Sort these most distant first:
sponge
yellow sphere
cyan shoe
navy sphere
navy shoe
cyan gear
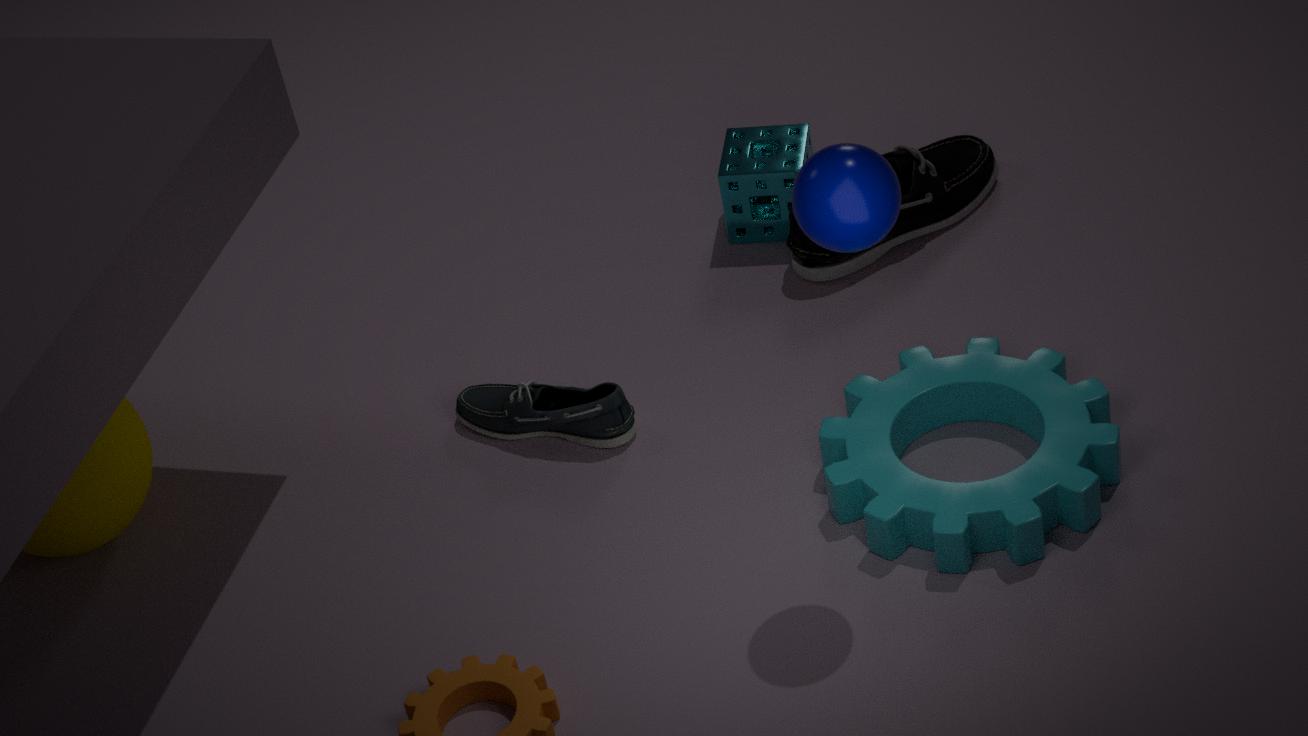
sponge → navy shoe → cyan shoe → yellow sphere → cyan gear → navy sphere
